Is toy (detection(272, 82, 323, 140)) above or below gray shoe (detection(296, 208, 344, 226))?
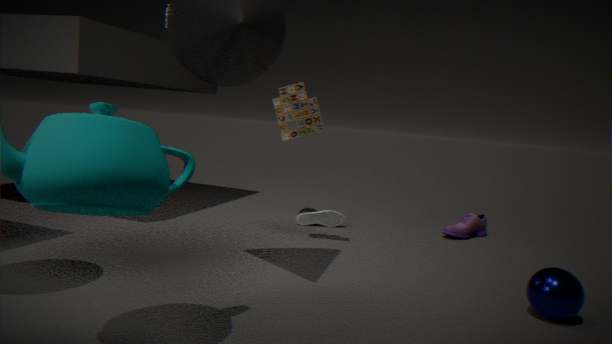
above
